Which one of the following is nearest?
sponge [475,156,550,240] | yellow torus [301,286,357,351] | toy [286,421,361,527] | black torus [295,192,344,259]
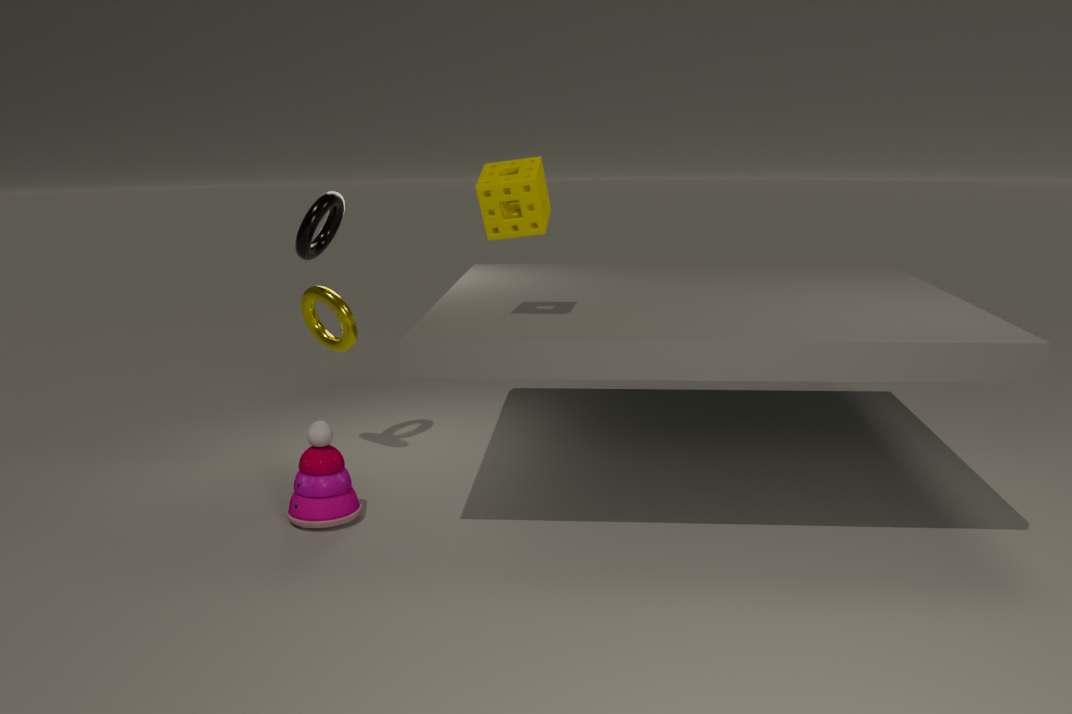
sponge [475,156,550,240]
